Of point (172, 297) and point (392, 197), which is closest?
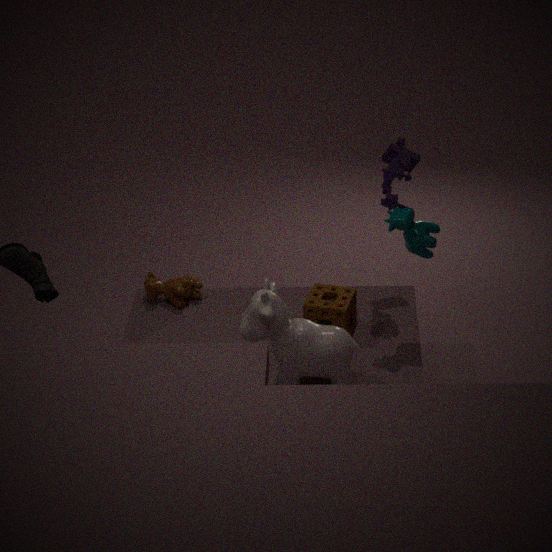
point (392, 197)
